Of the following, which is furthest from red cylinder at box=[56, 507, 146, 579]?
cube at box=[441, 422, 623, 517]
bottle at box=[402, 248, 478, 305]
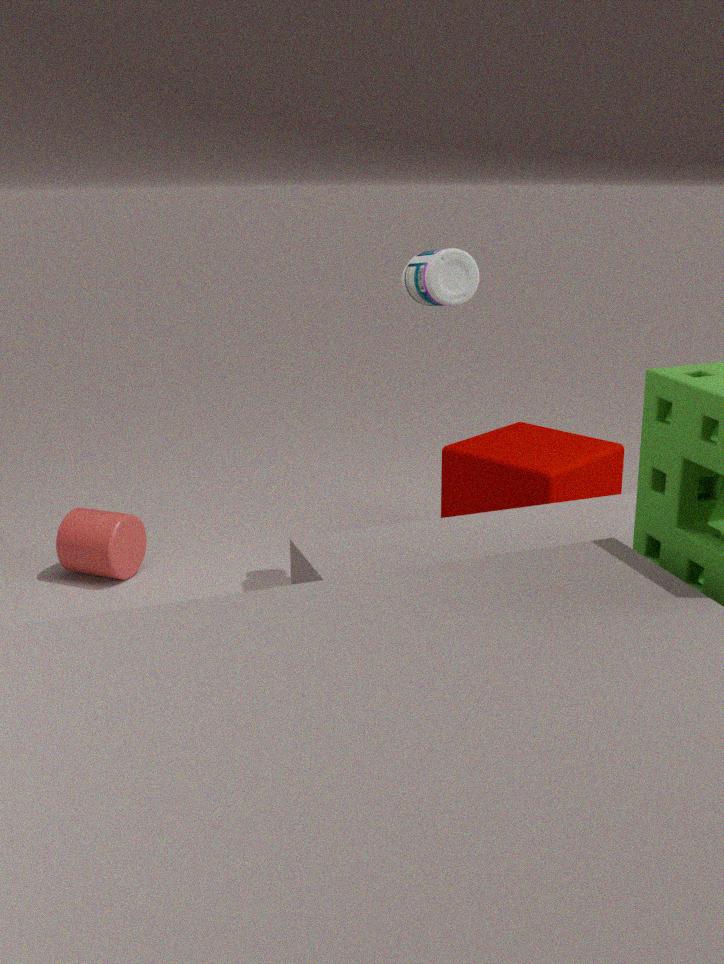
bottle at box=[402, 248, 478, 305]
